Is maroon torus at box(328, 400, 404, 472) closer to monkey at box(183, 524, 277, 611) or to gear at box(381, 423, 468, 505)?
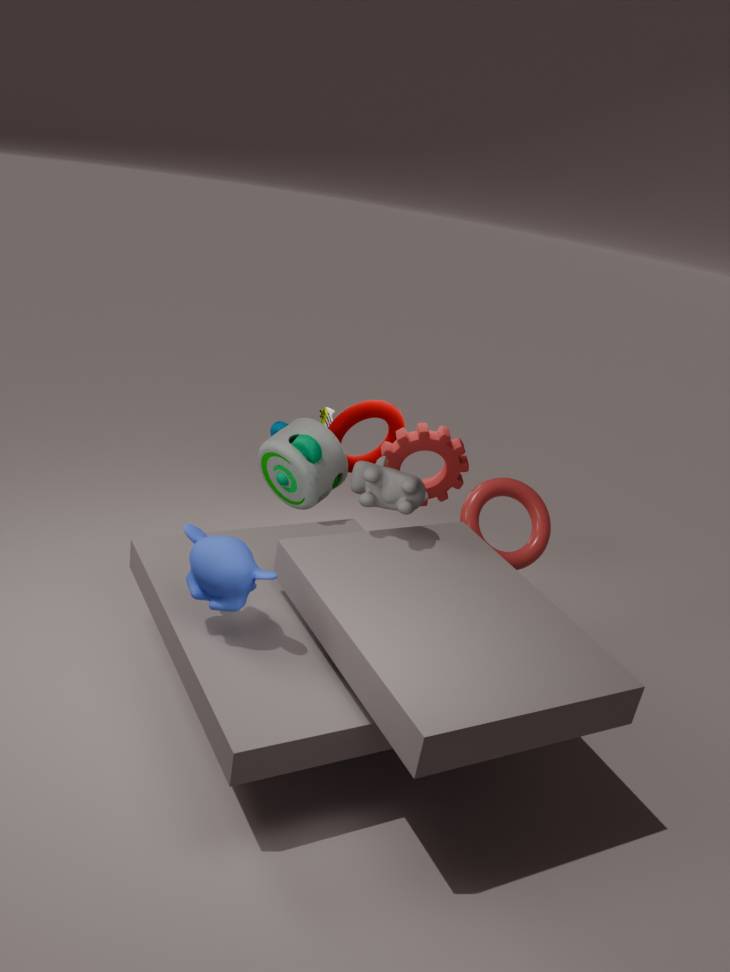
gear at box(381, 423, 468, 505)
